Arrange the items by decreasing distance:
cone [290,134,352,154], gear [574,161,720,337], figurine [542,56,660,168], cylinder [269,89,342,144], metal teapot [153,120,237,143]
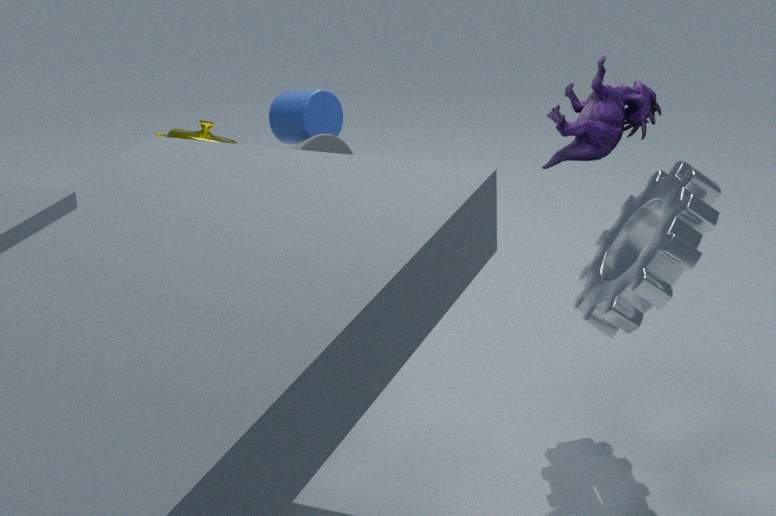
metal teapot [153,120,237,143]
cylinder [269,89,342,144]
cone [290,134,352,154]
figurine [542,56,660,168]
gear [574,161,720,337]
